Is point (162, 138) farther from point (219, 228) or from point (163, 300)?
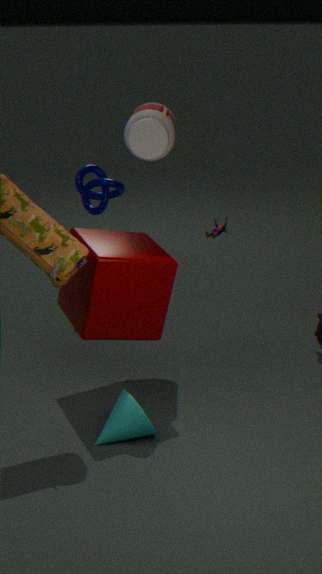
point (219, 228)
